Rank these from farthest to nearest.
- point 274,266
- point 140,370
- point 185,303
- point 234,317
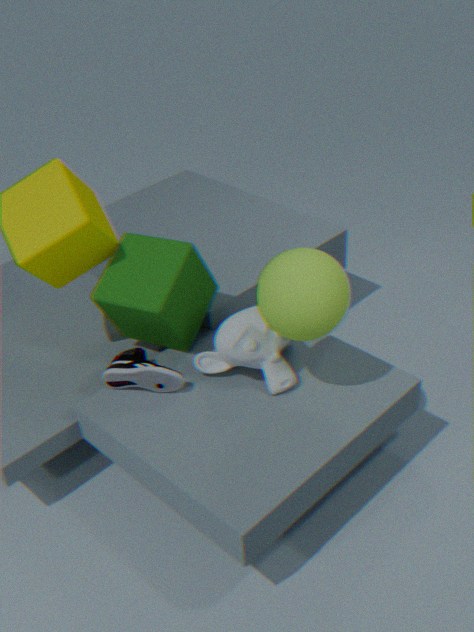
point 185,303
point 234,317
point 140,370
point 274,266
